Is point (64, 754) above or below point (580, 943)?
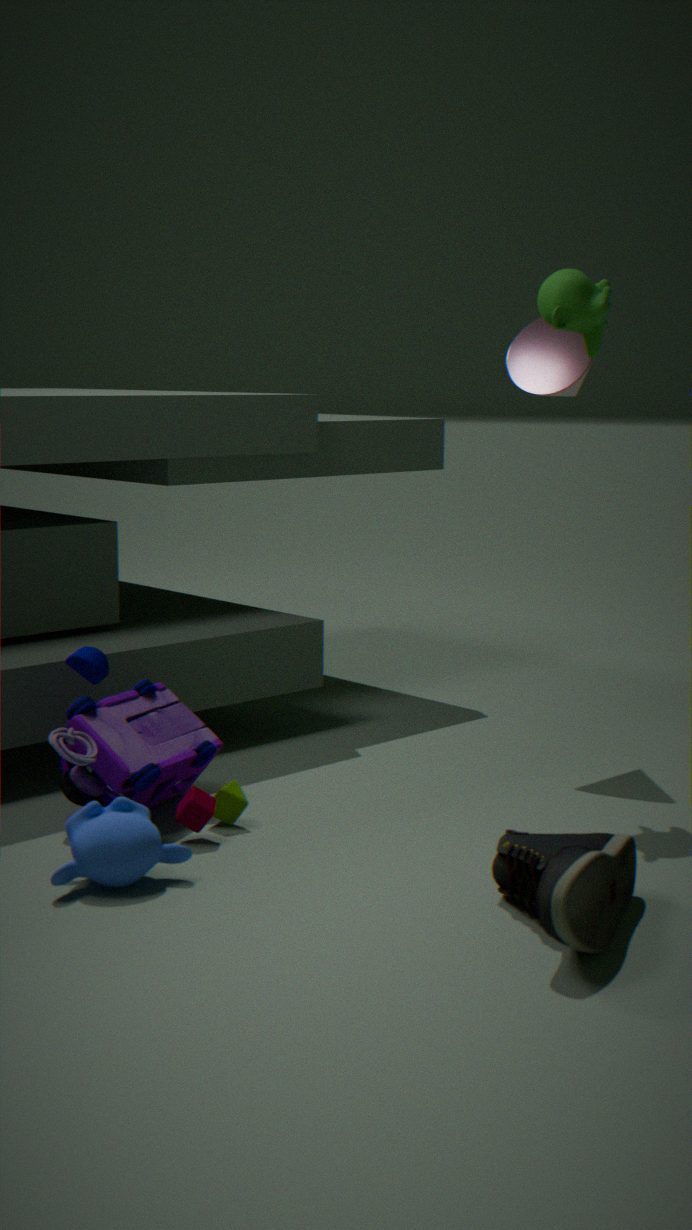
above
